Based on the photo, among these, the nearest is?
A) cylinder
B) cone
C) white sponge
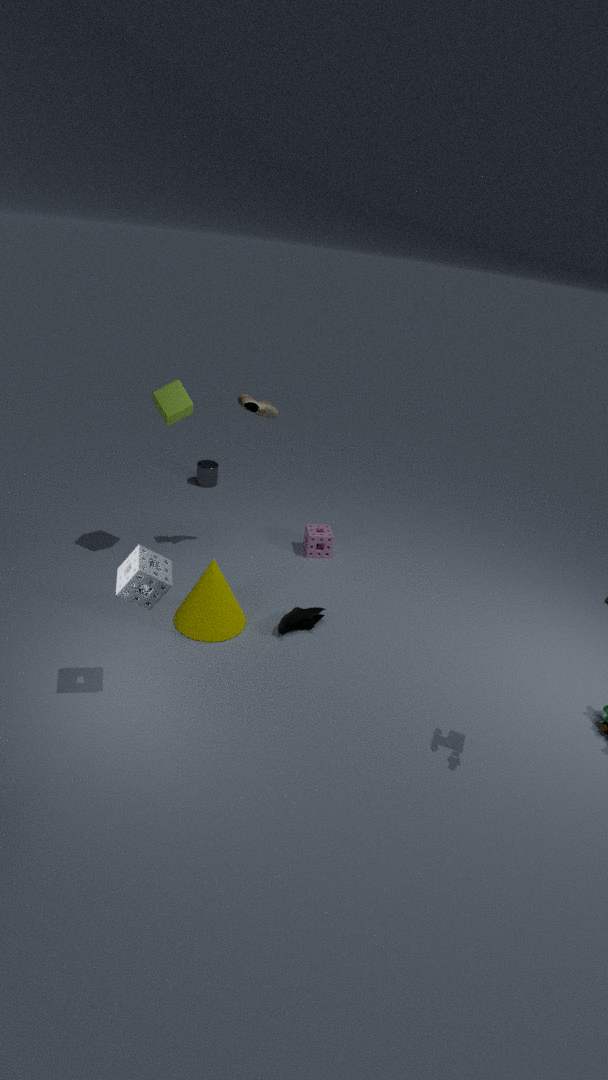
white sponge
